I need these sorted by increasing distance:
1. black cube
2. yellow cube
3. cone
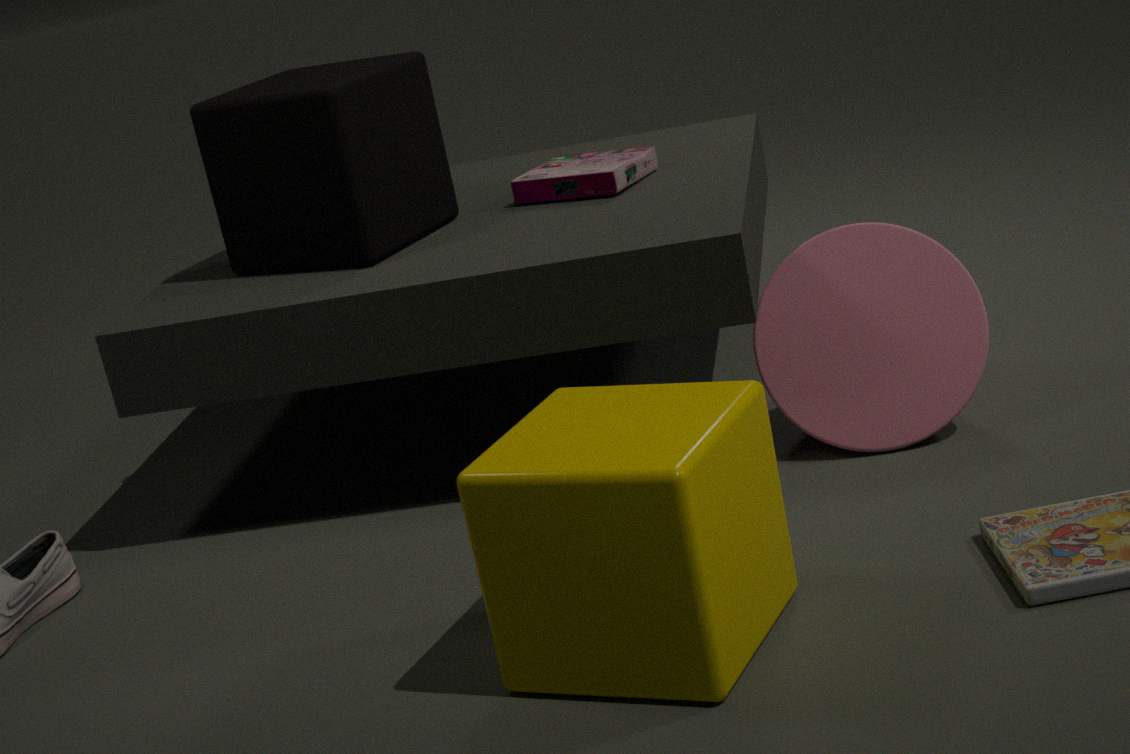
yellow cube → cone → black cube
